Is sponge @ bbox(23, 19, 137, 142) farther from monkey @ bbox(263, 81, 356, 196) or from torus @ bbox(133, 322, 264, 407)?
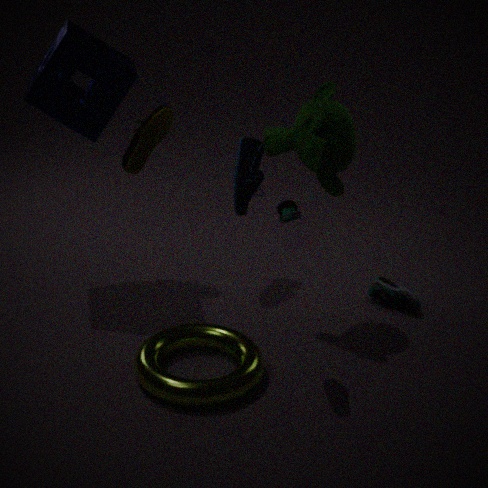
torus @ bbox(133, 322, 264, 407)
